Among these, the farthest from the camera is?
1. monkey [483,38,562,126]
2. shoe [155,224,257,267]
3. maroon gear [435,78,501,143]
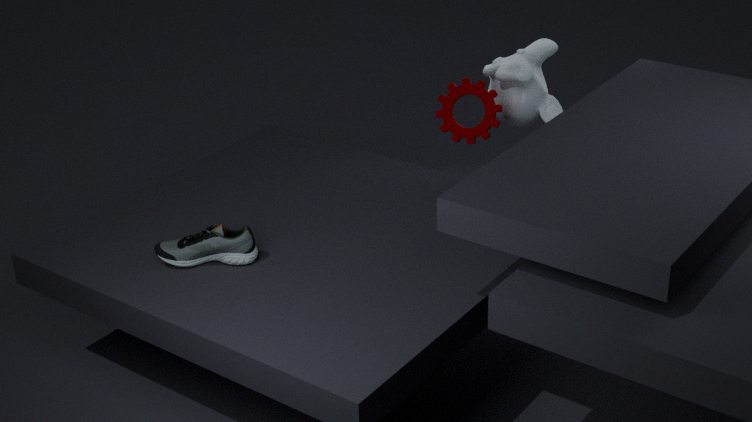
monkey [483,38,562,126]
